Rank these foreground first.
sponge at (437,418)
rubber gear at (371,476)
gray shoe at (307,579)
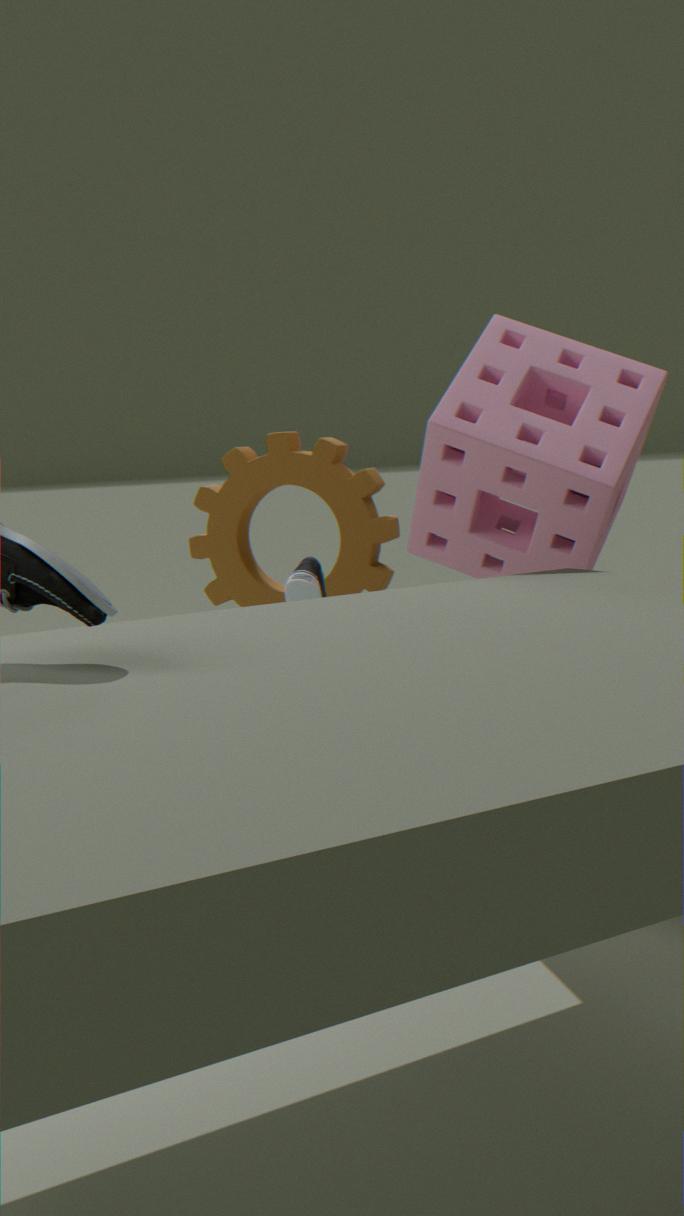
1. sponge at (437,418)
2. gray shoe at (307,579)
3. rubber gear at (371,476)
